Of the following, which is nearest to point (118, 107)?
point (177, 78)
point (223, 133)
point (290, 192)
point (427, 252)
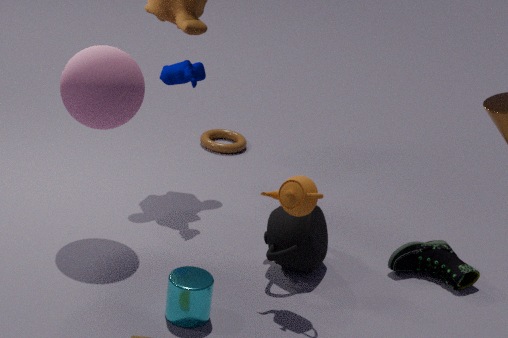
point (177, 78)
